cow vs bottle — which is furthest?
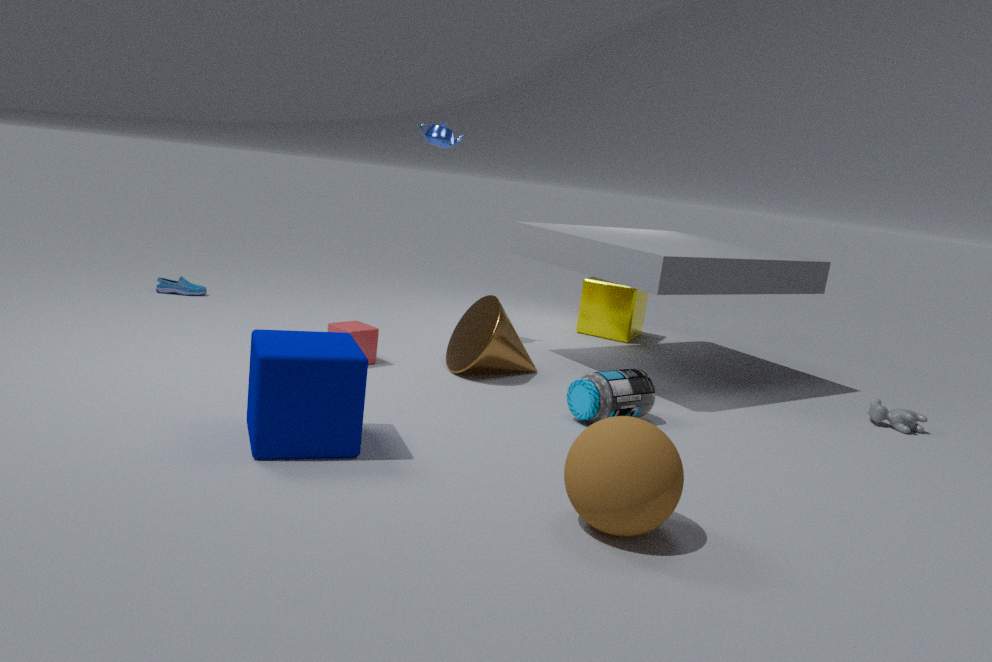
cow
